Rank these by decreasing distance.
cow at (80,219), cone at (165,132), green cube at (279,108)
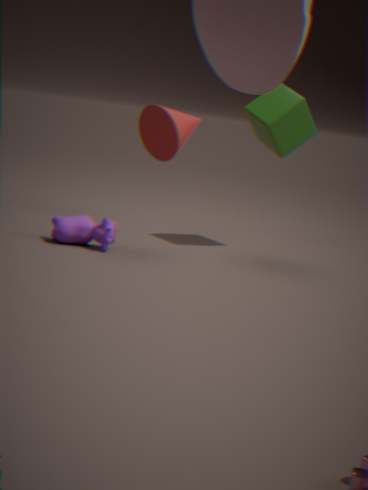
1. green cube at (279,108)
2. cone at (165,132)
3. cow at (80,219)
